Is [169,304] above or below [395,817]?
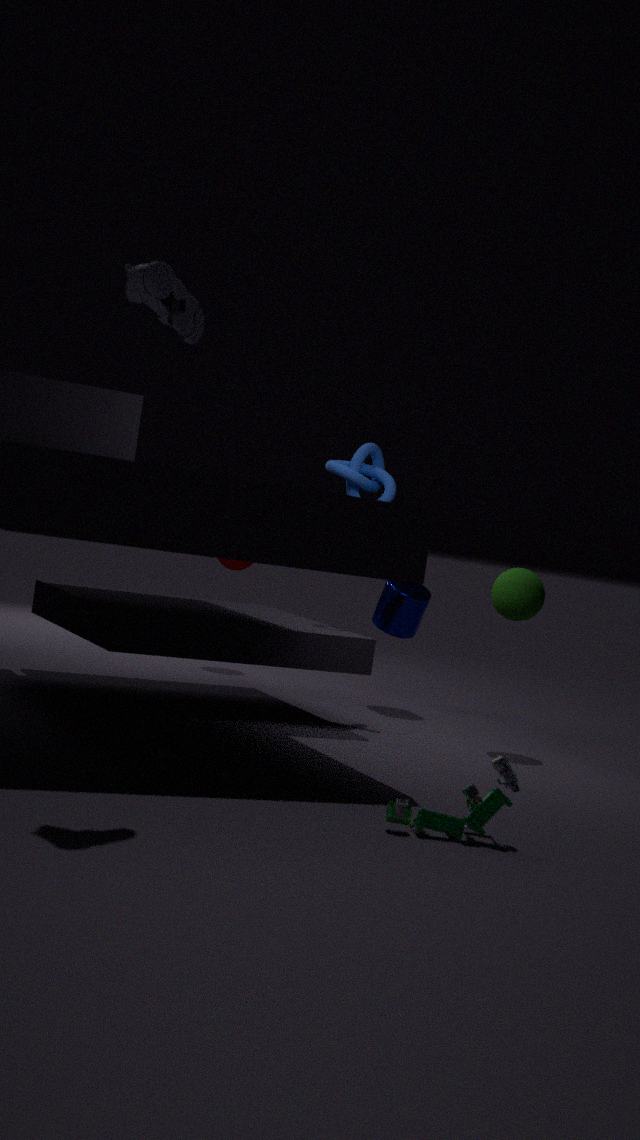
above
